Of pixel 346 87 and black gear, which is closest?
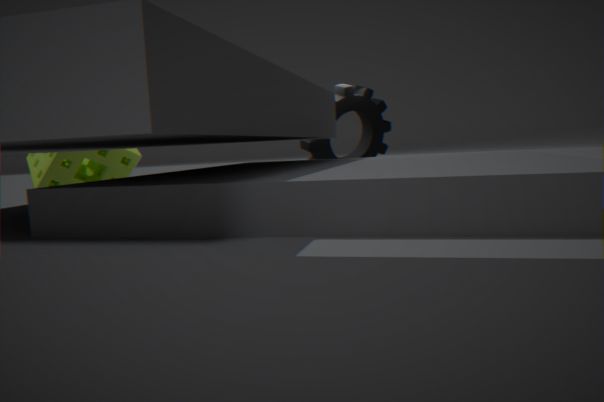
black gear
